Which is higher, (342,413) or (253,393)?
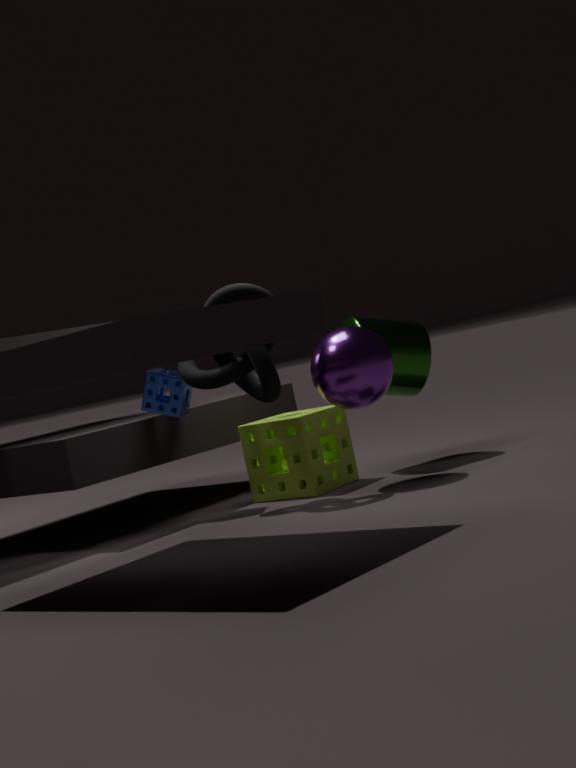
(253,393)
